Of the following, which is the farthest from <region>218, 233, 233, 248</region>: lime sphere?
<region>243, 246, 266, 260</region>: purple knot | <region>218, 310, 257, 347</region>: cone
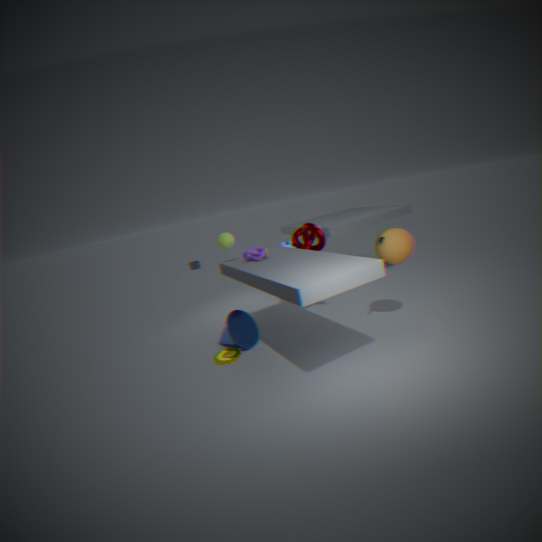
<region>218, 310, 257, 347</region>: cone
